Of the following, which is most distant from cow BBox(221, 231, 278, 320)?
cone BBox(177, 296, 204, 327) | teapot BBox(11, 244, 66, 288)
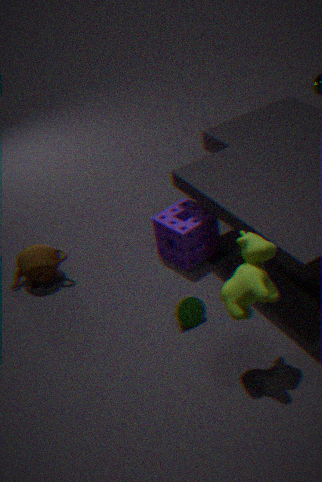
teapot BBox(11, 244, 66, 288)
